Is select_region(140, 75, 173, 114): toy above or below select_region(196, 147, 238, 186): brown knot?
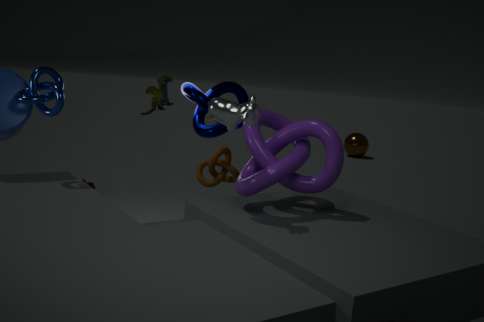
above
